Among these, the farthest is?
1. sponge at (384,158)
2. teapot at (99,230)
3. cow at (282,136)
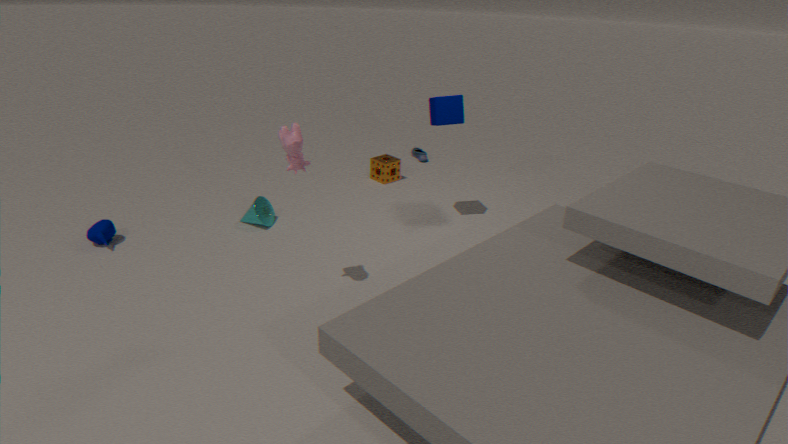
sponge at (384,158)
